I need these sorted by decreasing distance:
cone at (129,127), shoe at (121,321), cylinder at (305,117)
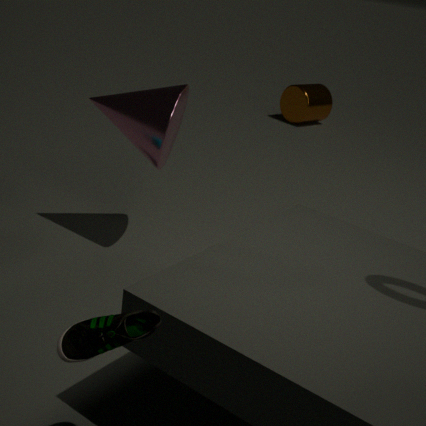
cylinder at (305,117) < cone at (129,127) < shoe at (121,321)
